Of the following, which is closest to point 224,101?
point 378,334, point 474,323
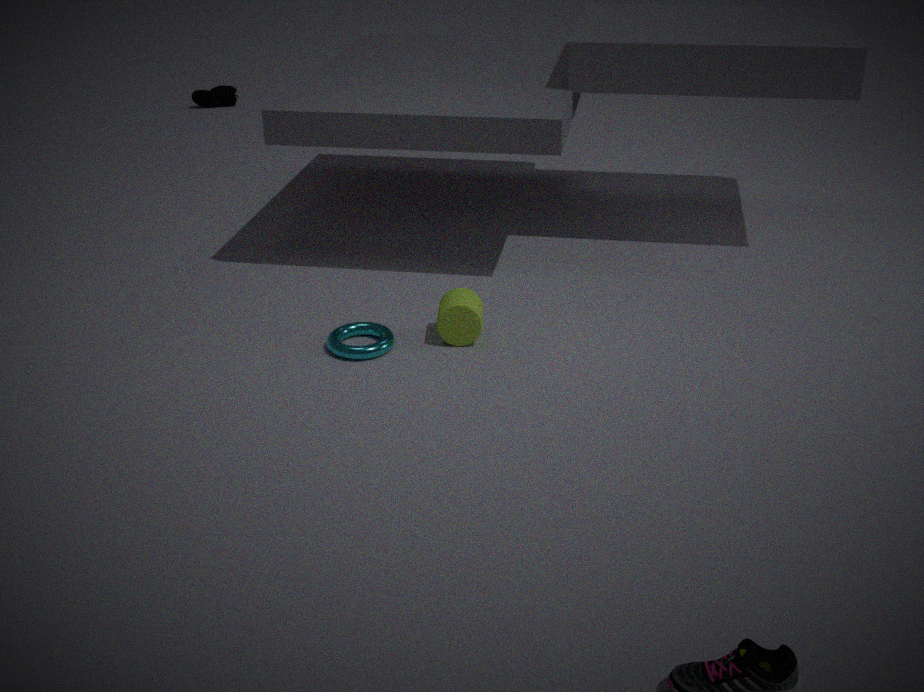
point 378,334
